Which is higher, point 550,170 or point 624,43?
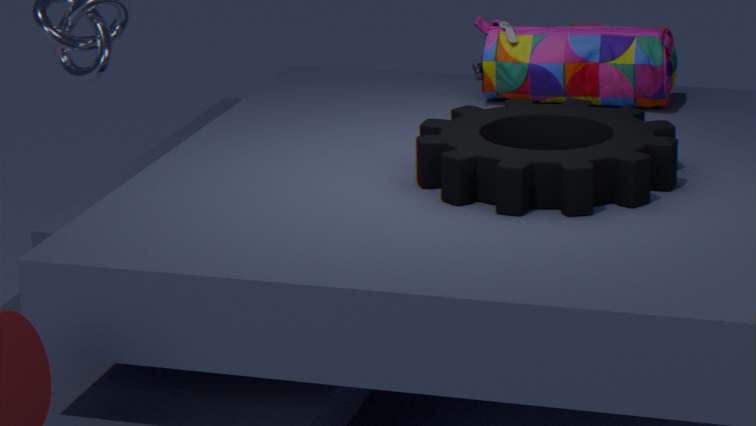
point 624,43
